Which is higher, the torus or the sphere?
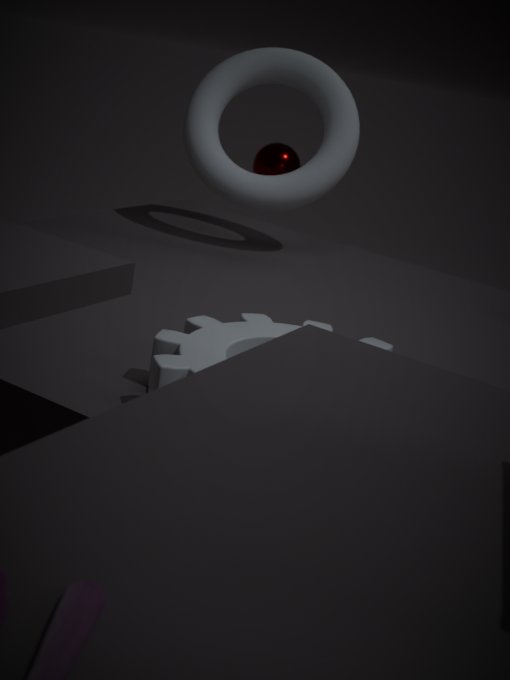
the torus
